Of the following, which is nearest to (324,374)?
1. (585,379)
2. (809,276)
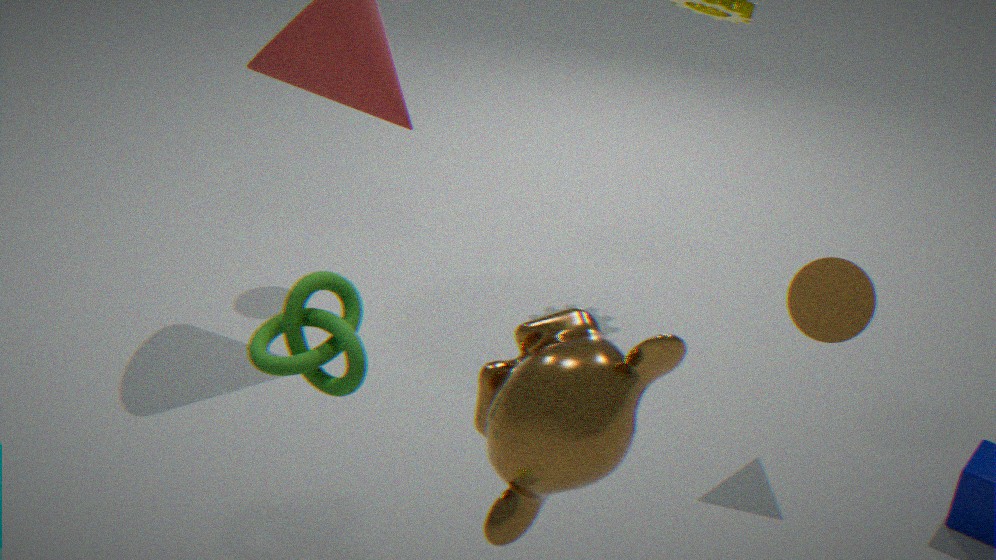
(585,379)
